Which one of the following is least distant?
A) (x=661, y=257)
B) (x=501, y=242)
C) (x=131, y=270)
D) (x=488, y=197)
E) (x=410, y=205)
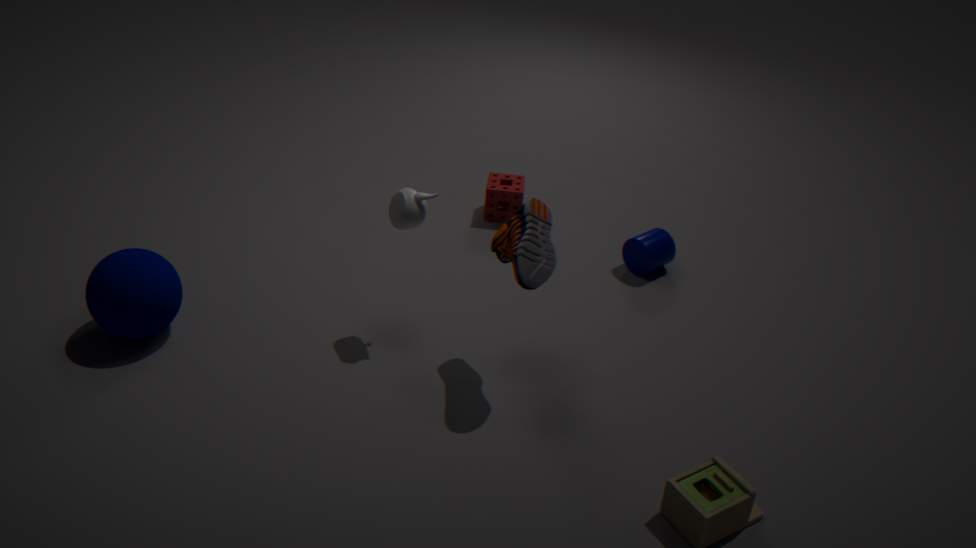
(x=501, y=242)
